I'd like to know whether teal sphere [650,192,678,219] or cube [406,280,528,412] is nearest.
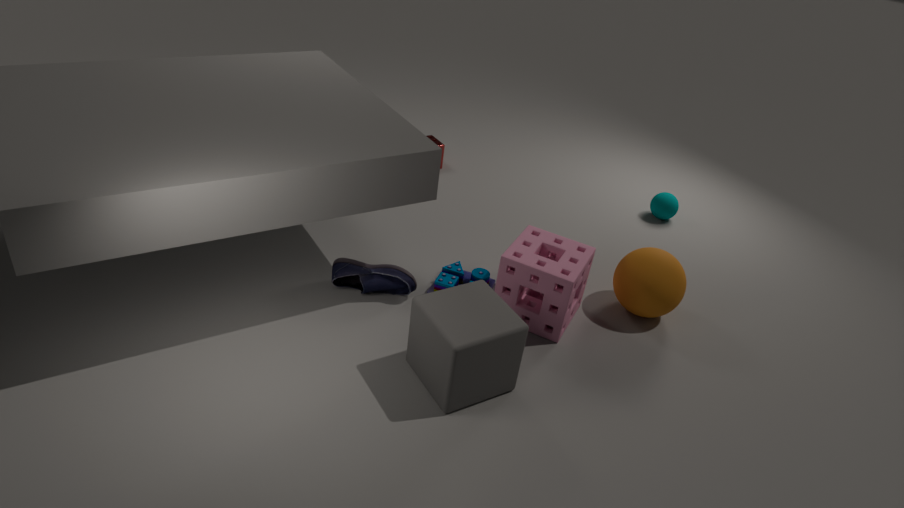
cube [406,280,528,412]
